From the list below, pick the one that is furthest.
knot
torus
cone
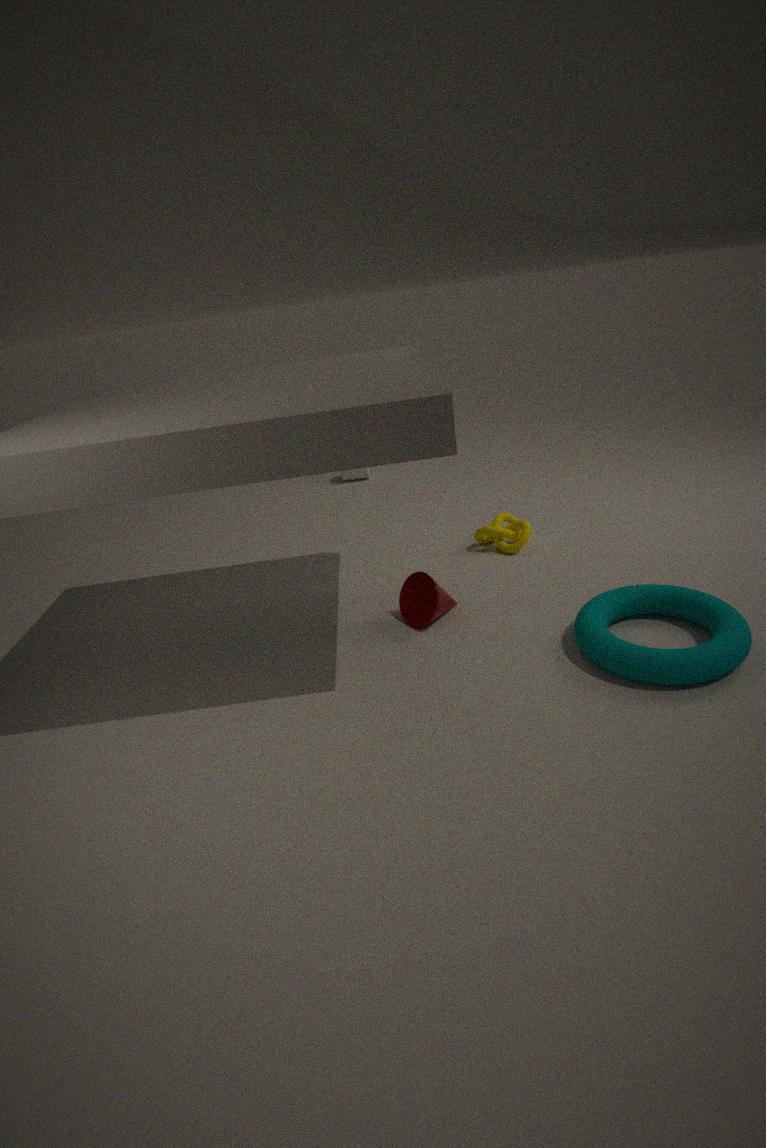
knot
